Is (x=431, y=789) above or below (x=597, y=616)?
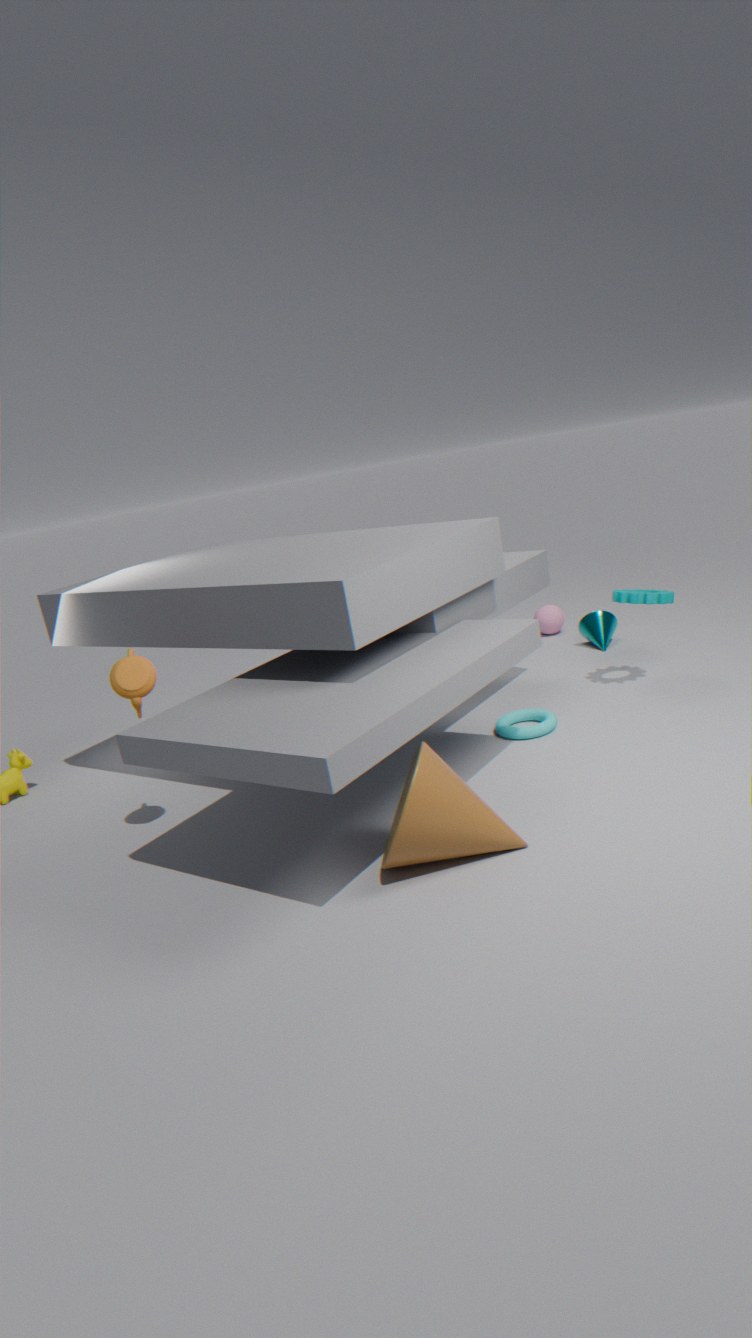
above
